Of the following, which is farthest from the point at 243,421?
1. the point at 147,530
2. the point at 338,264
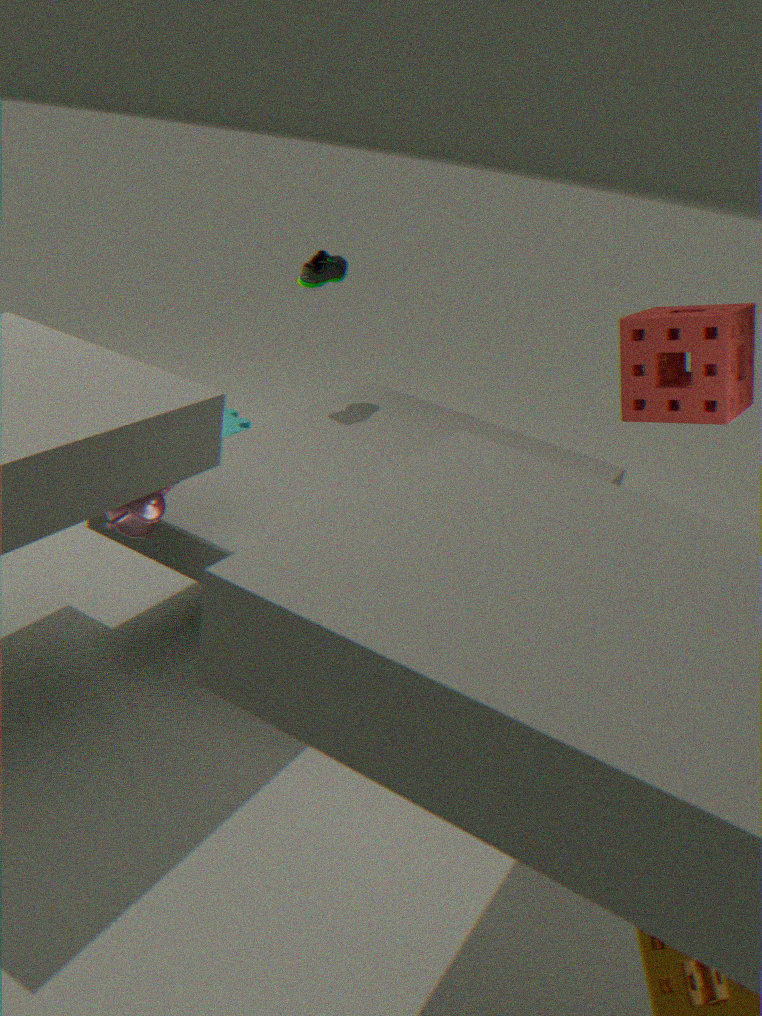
the point at 147,530
